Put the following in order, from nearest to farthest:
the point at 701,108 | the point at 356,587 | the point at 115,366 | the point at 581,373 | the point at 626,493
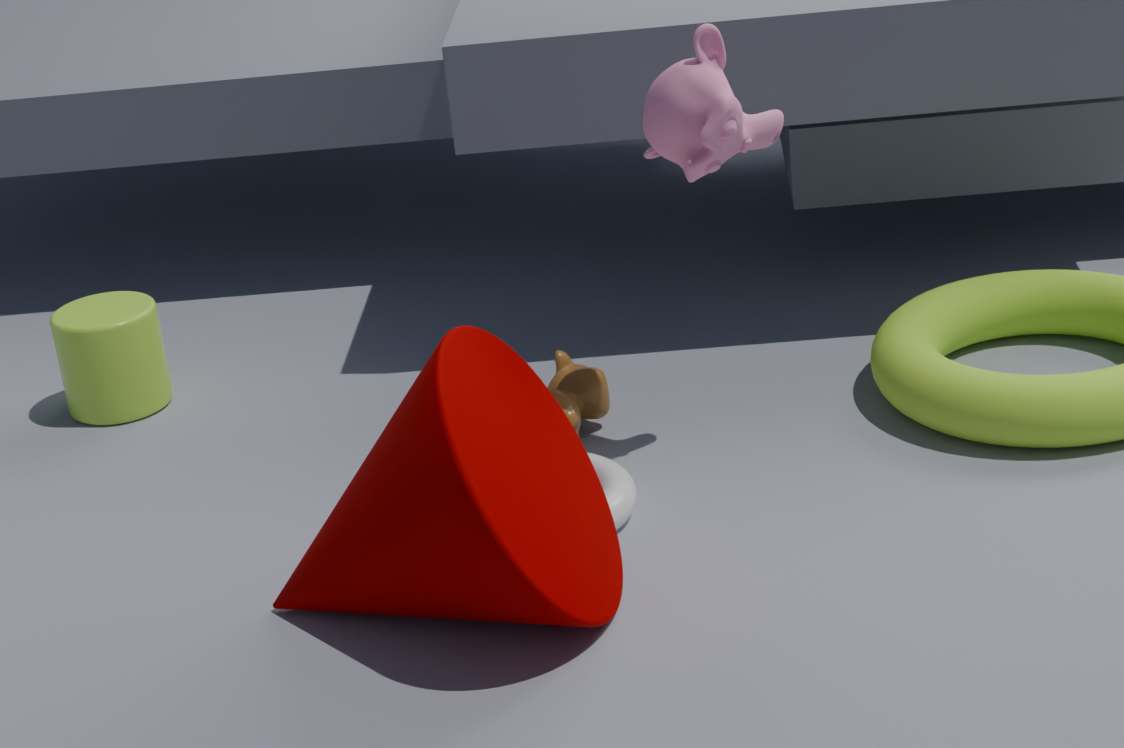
the point at 356,587, the point at 701,108, the point at 626,493, the point at 581,373, the point at 115,366
